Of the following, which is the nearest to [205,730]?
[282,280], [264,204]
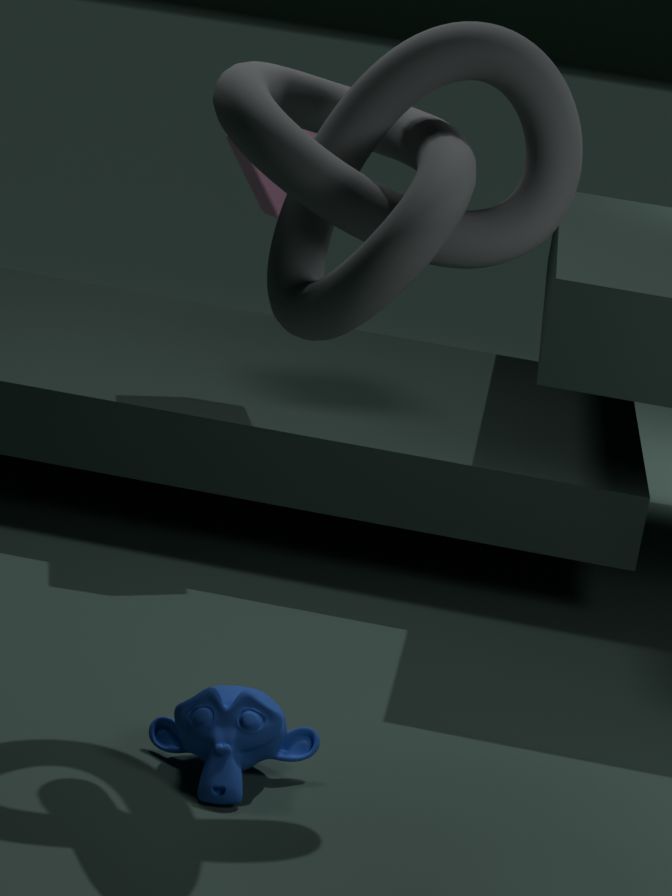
[282,280]
